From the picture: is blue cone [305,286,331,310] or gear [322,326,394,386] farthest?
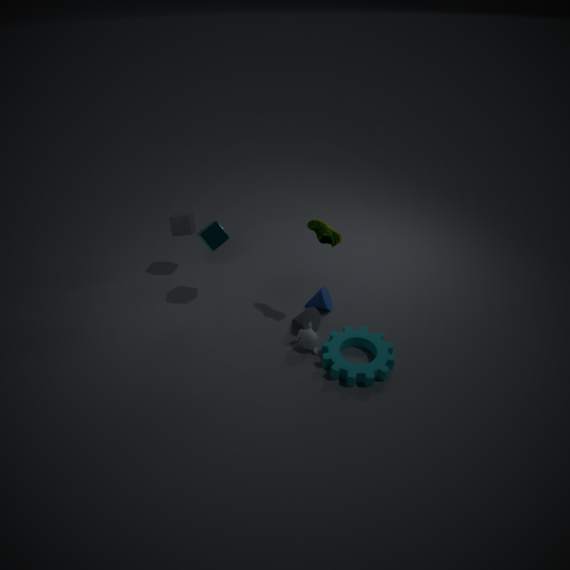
blue cone [305,286,331,310]
